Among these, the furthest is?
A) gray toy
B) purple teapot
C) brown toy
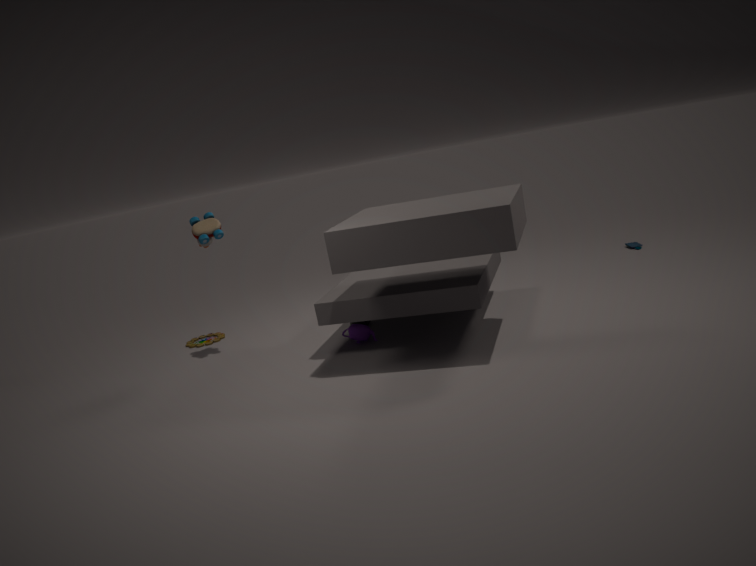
brown toy
